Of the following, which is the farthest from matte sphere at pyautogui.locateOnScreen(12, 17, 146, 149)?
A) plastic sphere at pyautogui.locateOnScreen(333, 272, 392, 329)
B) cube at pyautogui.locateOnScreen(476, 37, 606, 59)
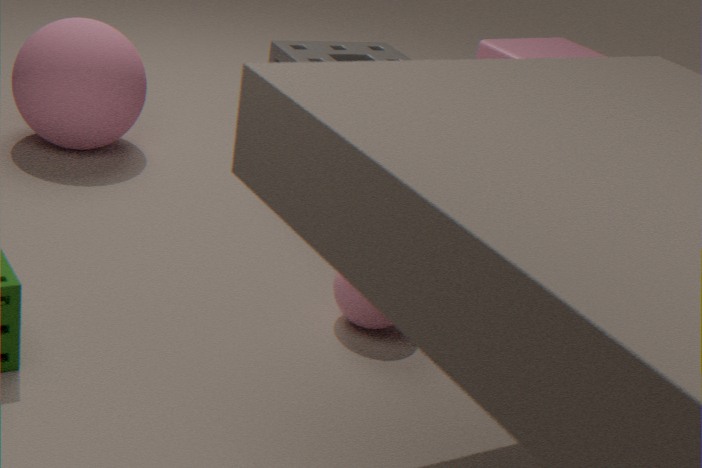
cube at pyautogui.locateOnScreen(476, 37, 606, 59)
